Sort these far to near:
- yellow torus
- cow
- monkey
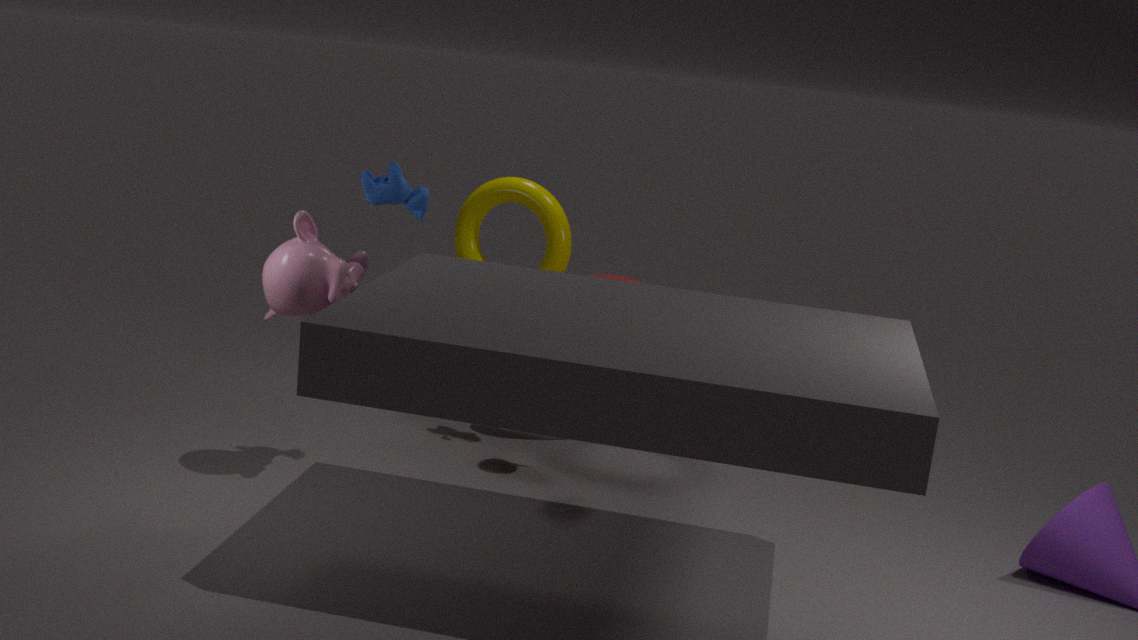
yellow torus < cow < monkey
